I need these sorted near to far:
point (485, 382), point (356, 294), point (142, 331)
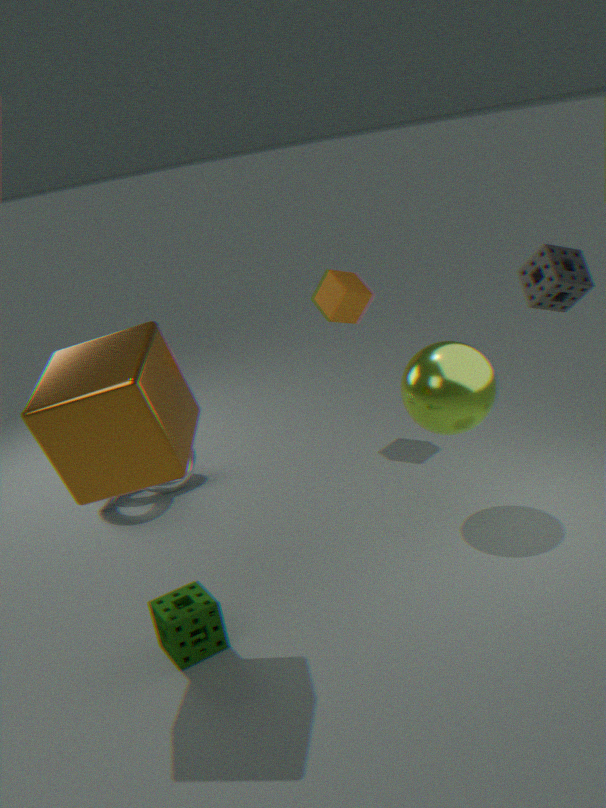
point (142, 331) → point (485, 382) → point (356, 294)
